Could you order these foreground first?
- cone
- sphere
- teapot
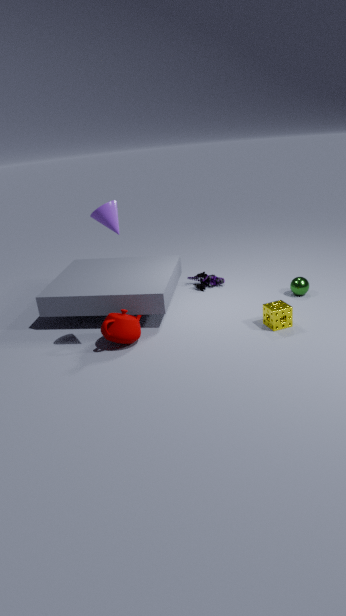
cone
teapot
sphere
